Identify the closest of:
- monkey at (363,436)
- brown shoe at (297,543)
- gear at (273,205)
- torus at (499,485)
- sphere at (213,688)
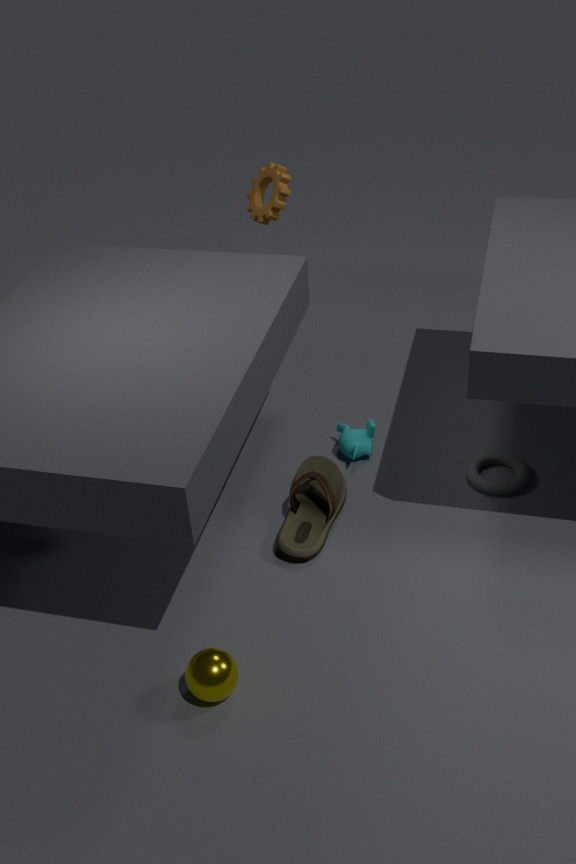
sphere at (213,688)
